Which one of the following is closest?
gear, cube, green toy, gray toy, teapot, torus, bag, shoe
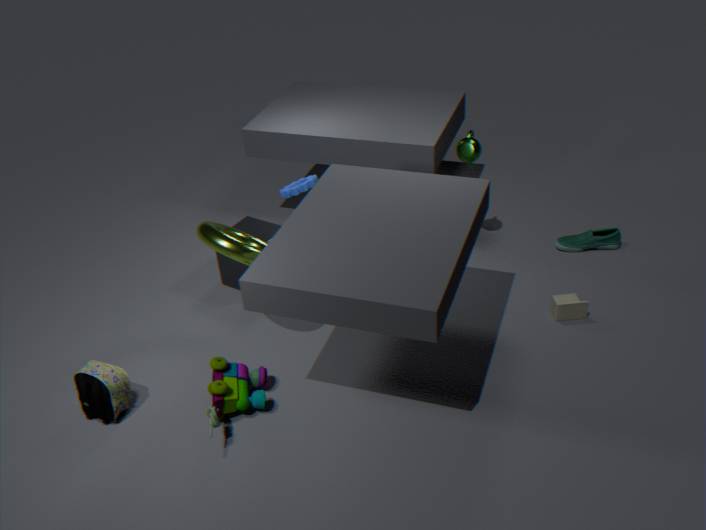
green toy
